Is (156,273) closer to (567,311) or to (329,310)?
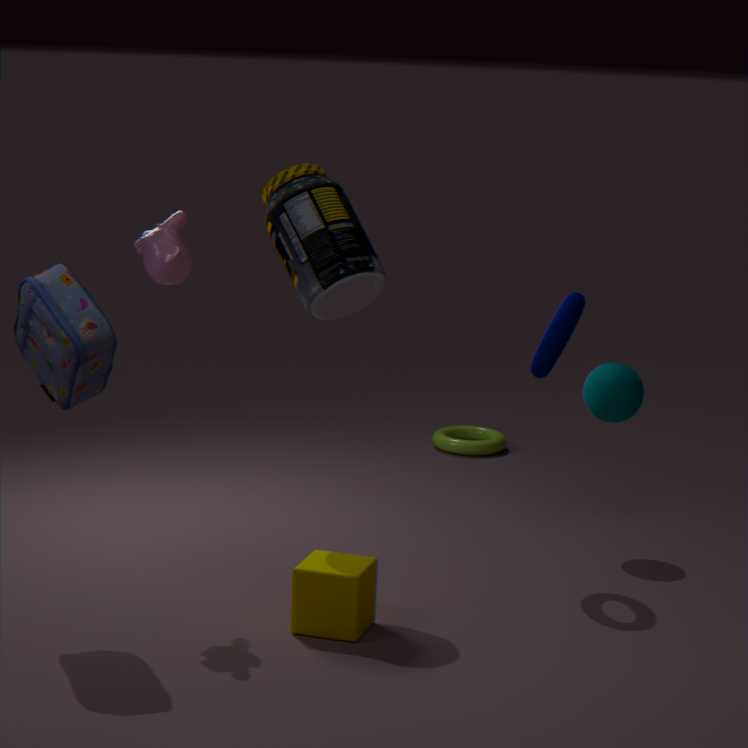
(329,310)
